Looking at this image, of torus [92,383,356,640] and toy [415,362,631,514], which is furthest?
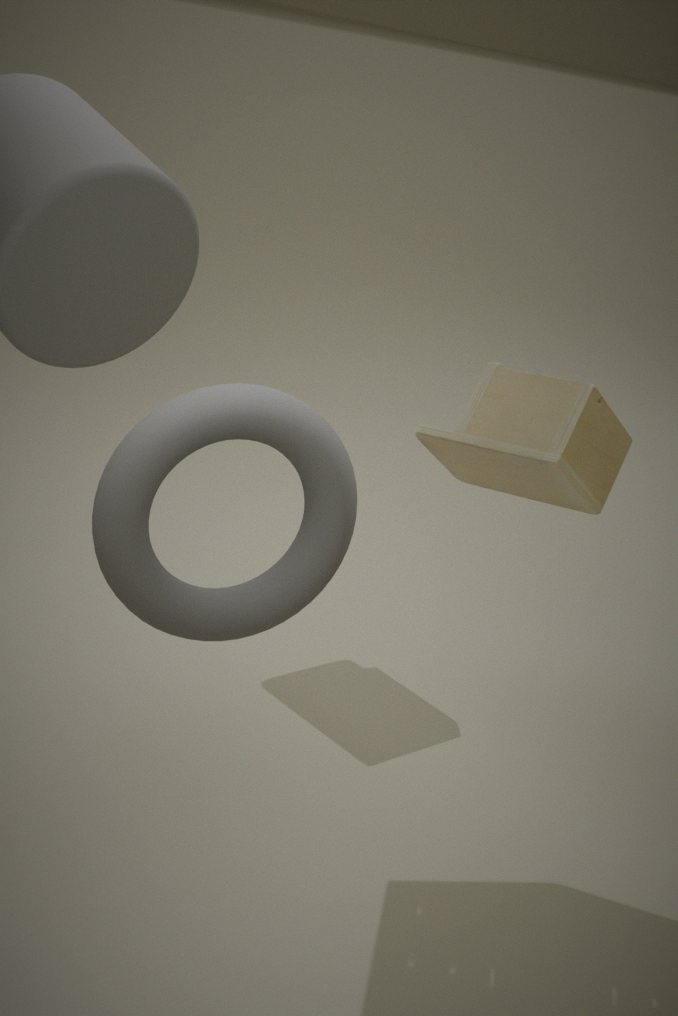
toy [415,362,631,514]
